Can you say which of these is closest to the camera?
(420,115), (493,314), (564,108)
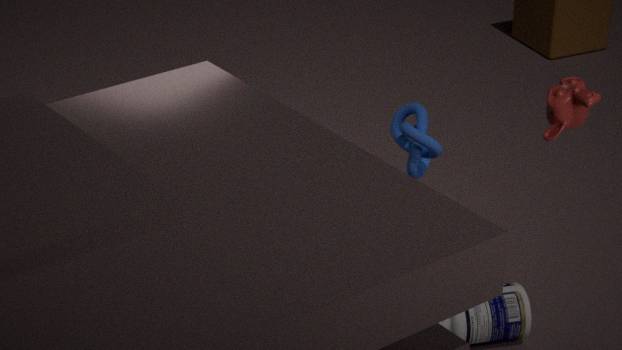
(564,108)
